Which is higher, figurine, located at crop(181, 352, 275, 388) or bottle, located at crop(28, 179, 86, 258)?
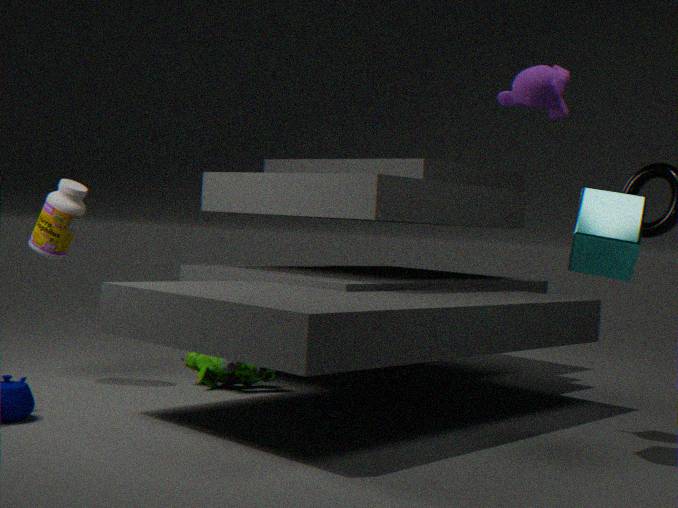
bottle, located at crop(28, 179, 86, 258)
